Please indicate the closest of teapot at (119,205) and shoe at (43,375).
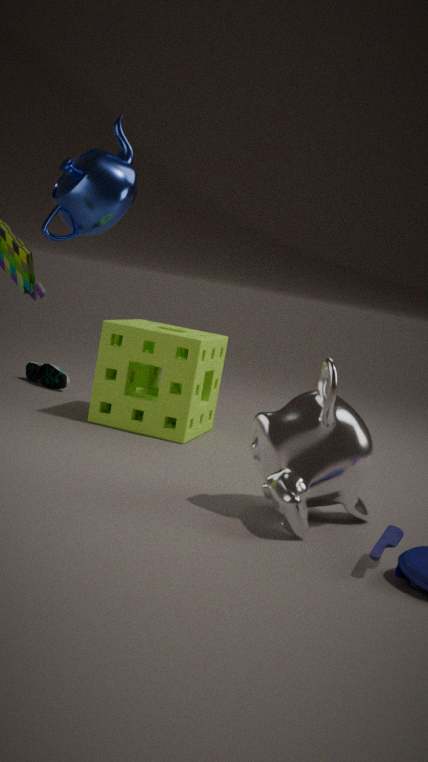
teapot at (119,205)
